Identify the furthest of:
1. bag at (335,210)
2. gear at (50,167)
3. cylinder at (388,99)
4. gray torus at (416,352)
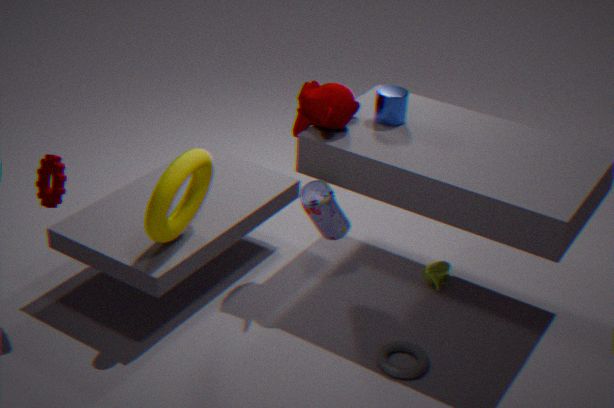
cylinder at (388,99)
